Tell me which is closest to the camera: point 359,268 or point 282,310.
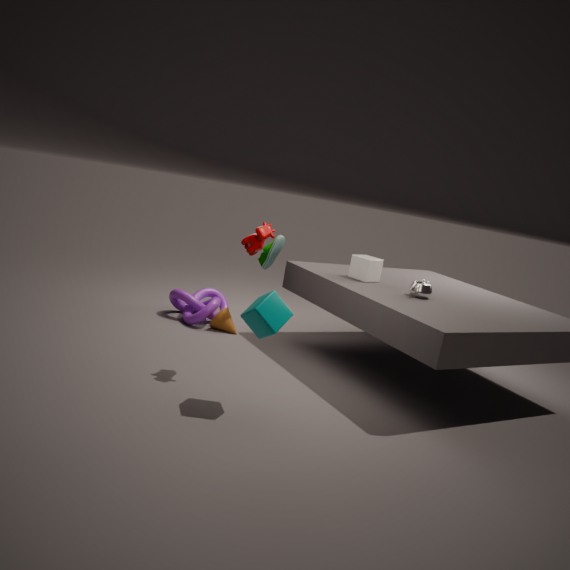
point 282,310
